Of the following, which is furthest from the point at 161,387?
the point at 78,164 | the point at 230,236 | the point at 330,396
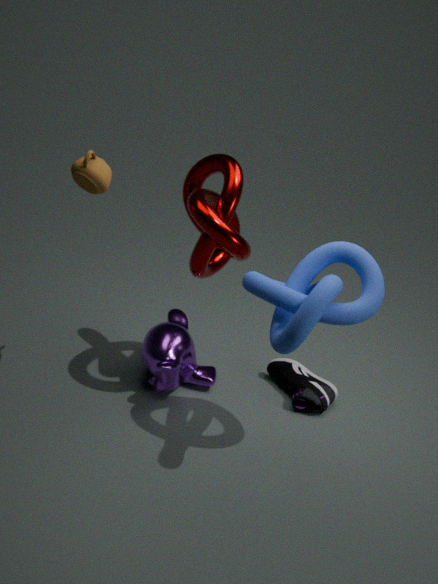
the point at 78,164
